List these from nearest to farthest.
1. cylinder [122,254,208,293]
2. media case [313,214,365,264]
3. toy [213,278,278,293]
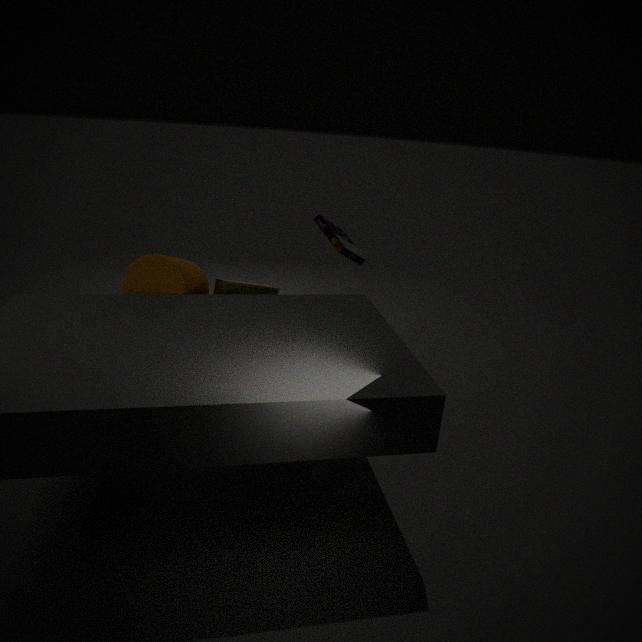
1. cylinder [122,254,208,293]
2. toy [213,278,278,293]
3. media case [313,214,365,264]
